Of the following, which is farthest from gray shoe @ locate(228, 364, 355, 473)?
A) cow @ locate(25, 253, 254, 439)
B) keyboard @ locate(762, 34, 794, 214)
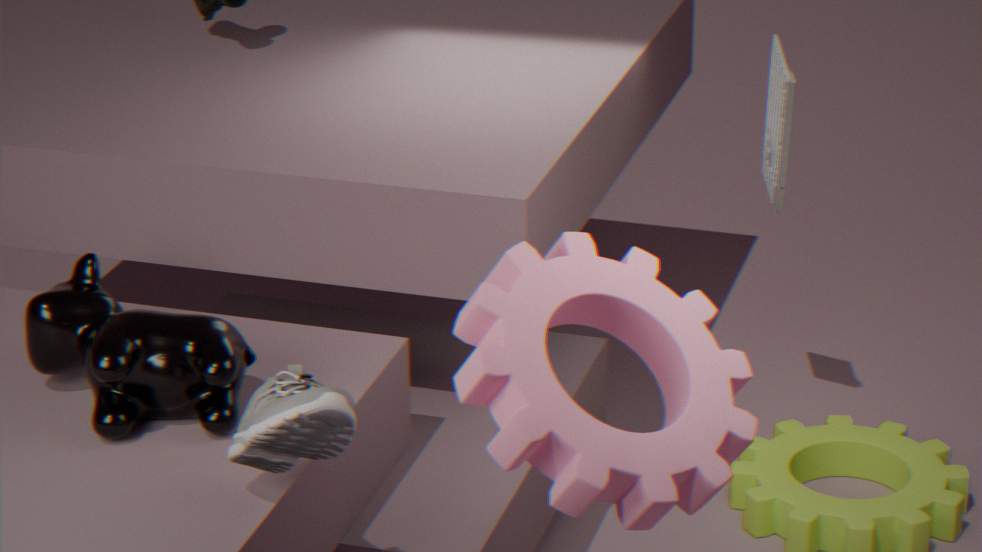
keyboard @ locate(762, 34, 794, 214)
